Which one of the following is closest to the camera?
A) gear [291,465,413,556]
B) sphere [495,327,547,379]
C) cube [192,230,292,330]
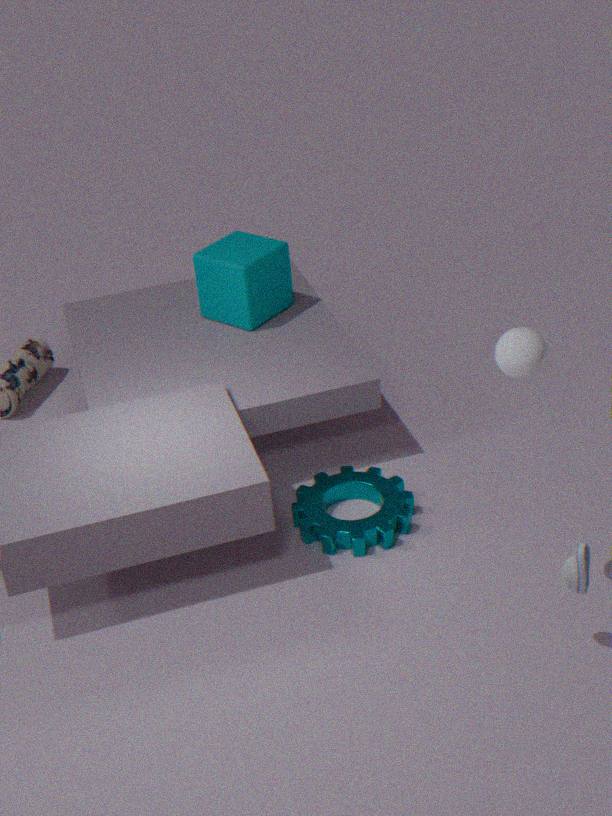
sphere [495,327,547,379]
